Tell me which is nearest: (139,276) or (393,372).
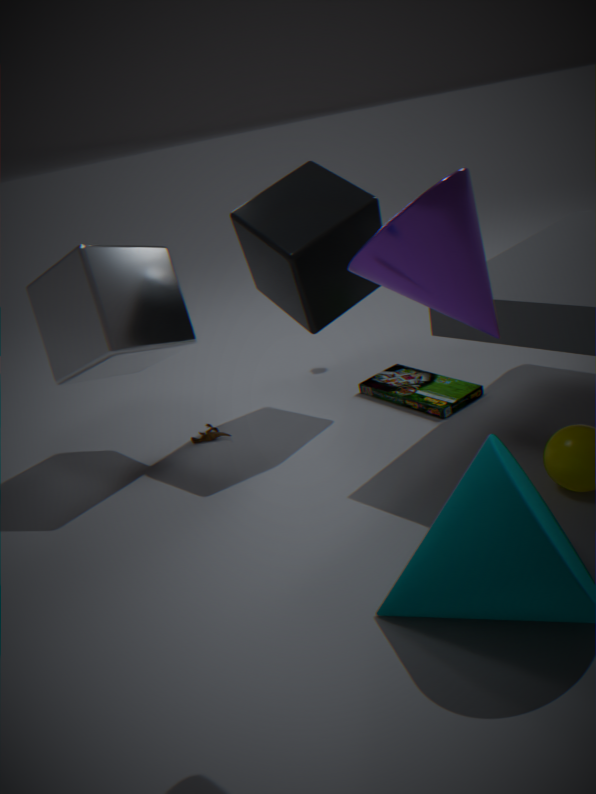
(139,276)
